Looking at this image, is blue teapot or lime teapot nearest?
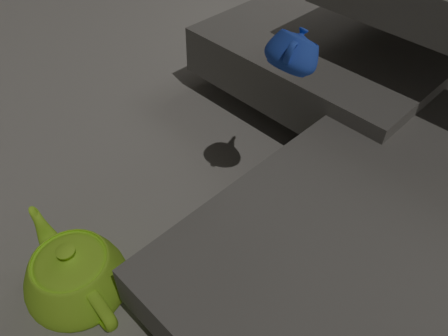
blue teapot
